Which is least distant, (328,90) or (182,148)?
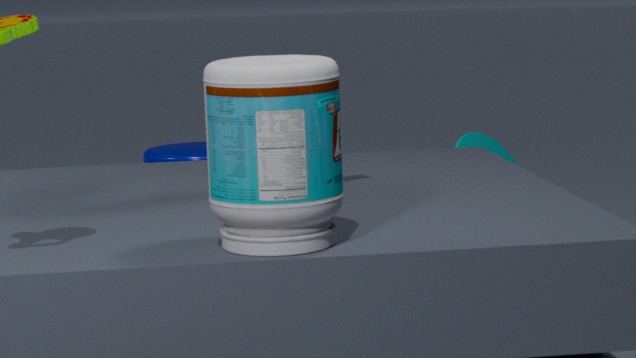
(328,90)
